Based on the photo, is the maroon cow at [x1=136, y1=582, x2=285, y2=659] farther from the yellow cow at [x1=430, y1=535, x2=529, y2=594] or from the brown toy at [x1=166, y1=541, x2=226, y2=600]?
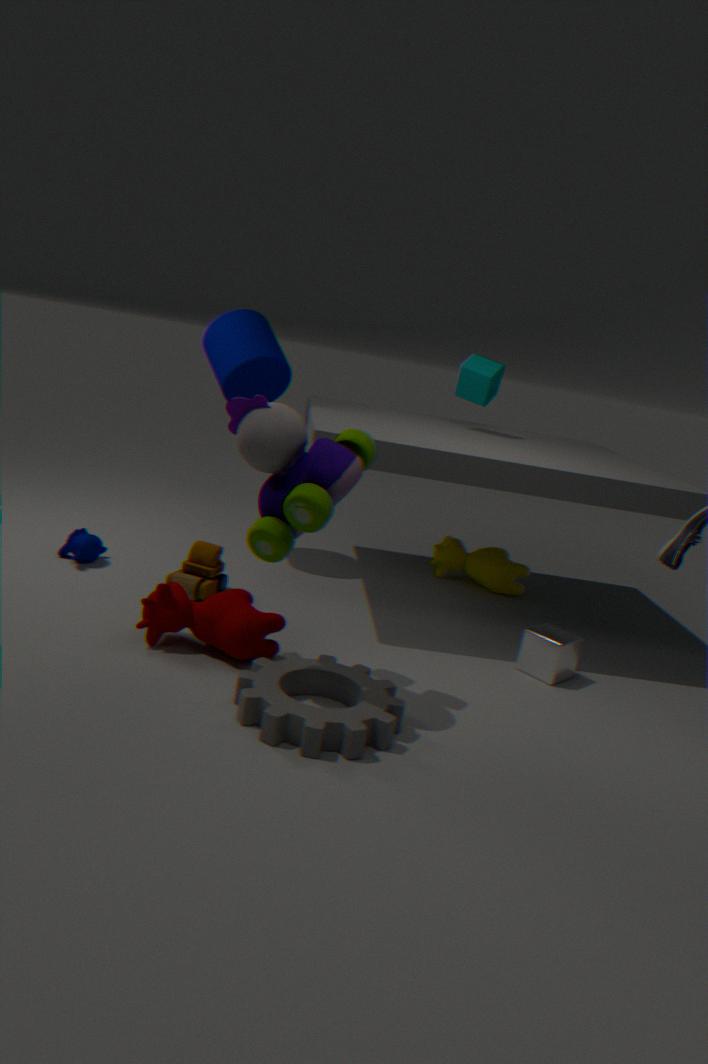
the yellow cow at [x1=430, y1=535, x2=529, y2=594]
